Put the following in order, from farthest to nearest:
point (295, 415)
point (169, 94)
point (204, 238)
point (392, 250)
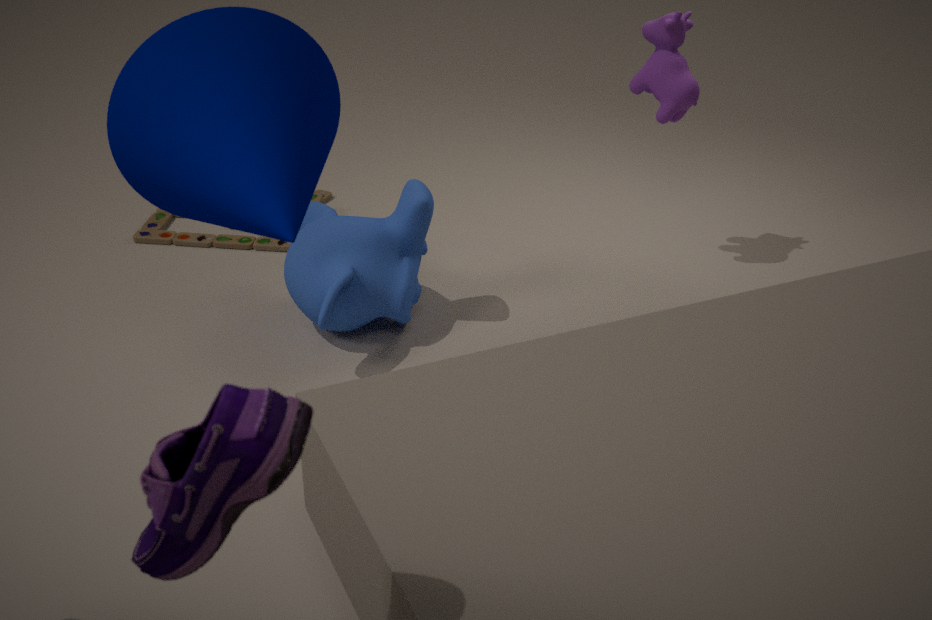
A: point (204, 238), point (392, 250), point (169, 94), point (295, 415)
